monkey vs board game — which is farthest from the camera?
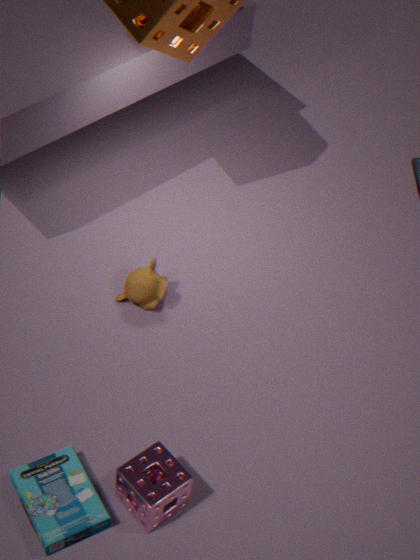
monkey
